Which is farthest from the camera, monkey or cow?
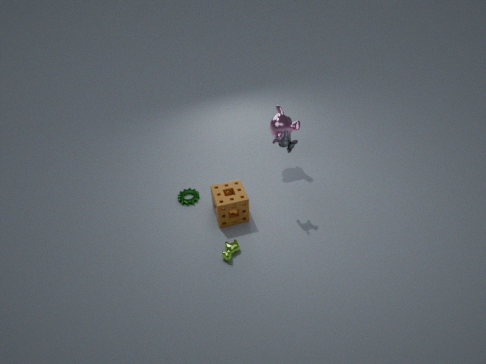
monkey
